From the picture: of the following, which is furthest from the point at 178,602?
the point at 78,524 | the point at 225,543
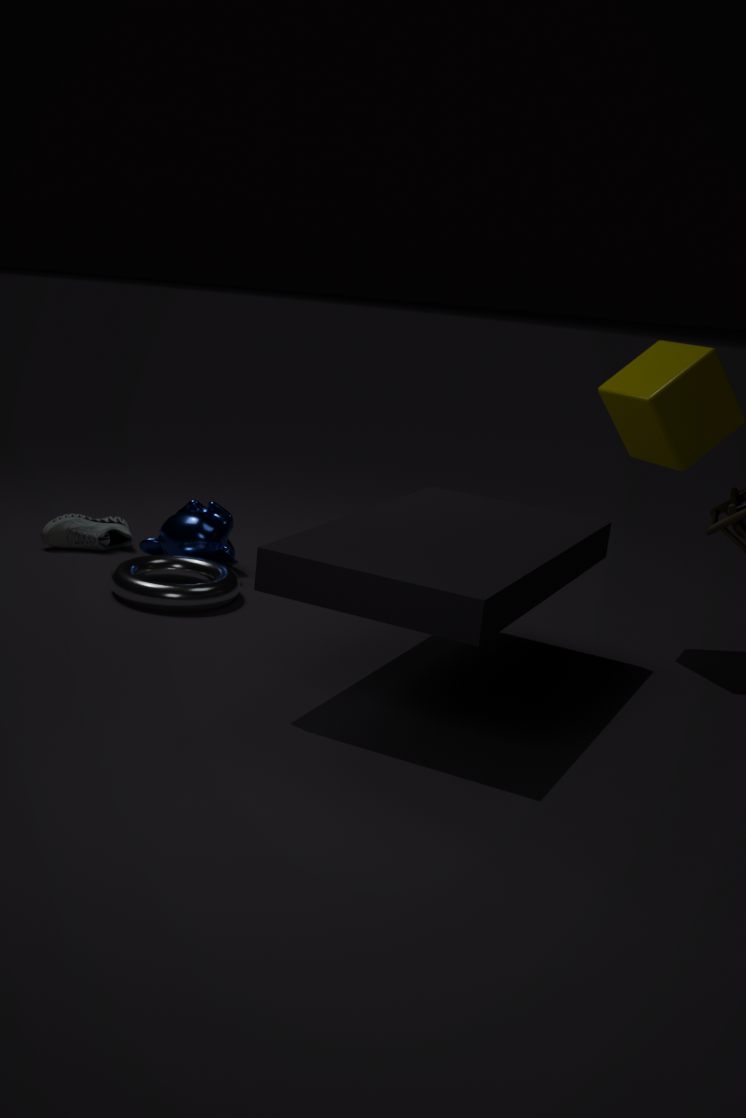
the point at 78,524
